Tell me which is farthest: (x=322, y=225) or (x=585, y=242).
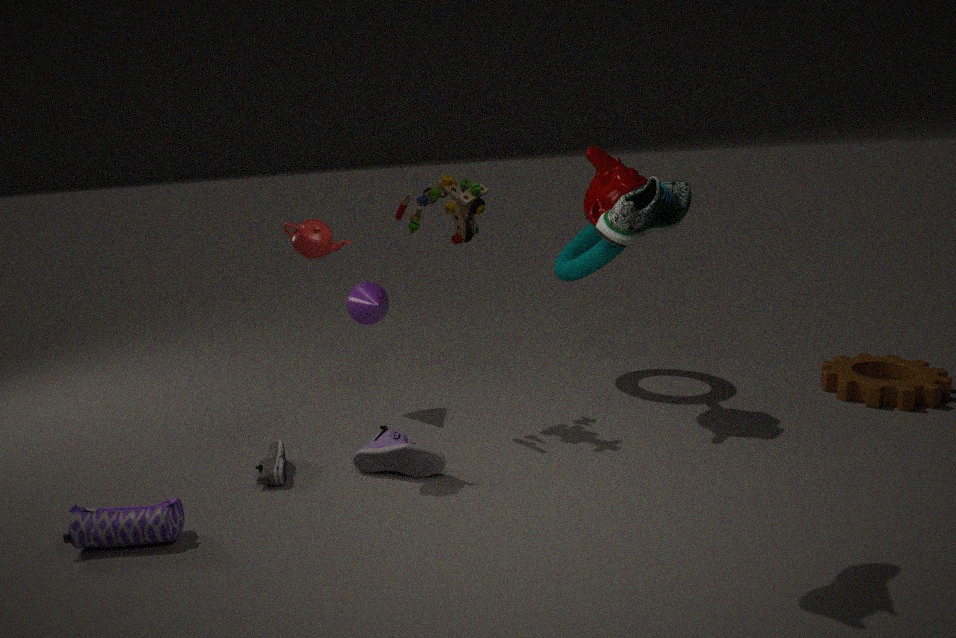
(x=585, y=242)
